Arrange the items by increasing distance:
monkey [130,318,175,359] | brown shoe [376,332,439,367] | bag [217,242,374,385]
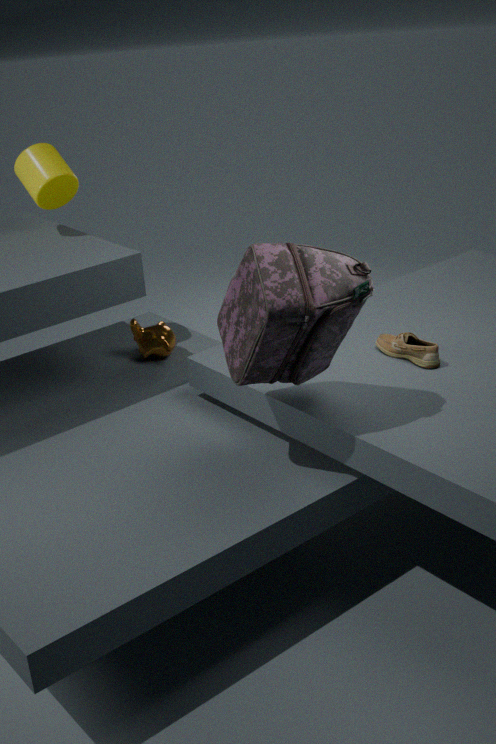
bag [217,242,374,385], brown shoe [376,332,439,367], monkey [130,318,175,359]
